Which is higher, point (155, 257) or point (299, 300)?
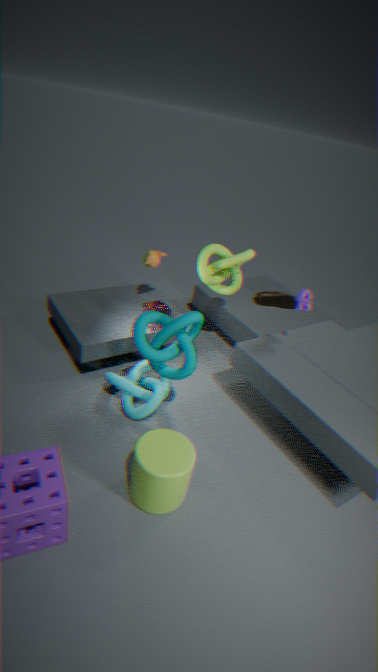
point (299, 300)
